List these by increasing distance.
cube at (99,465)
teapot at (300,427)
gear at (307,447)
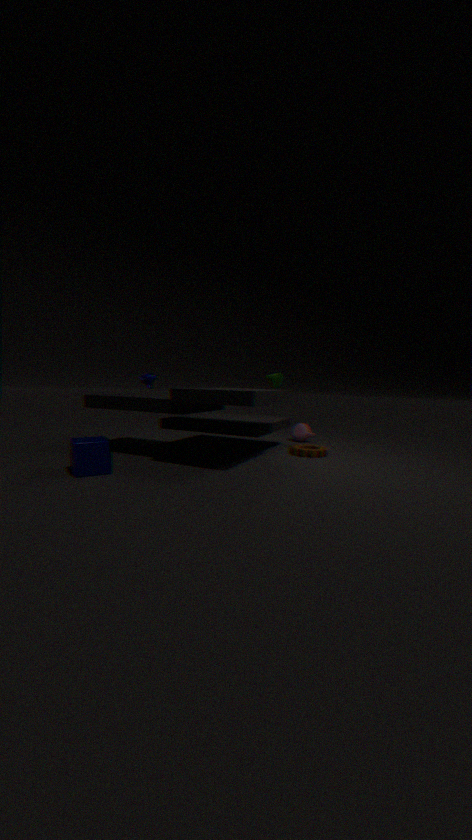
1. cube at (99,465)
2. gear at (307,447)
3. teapot at (300,427)
